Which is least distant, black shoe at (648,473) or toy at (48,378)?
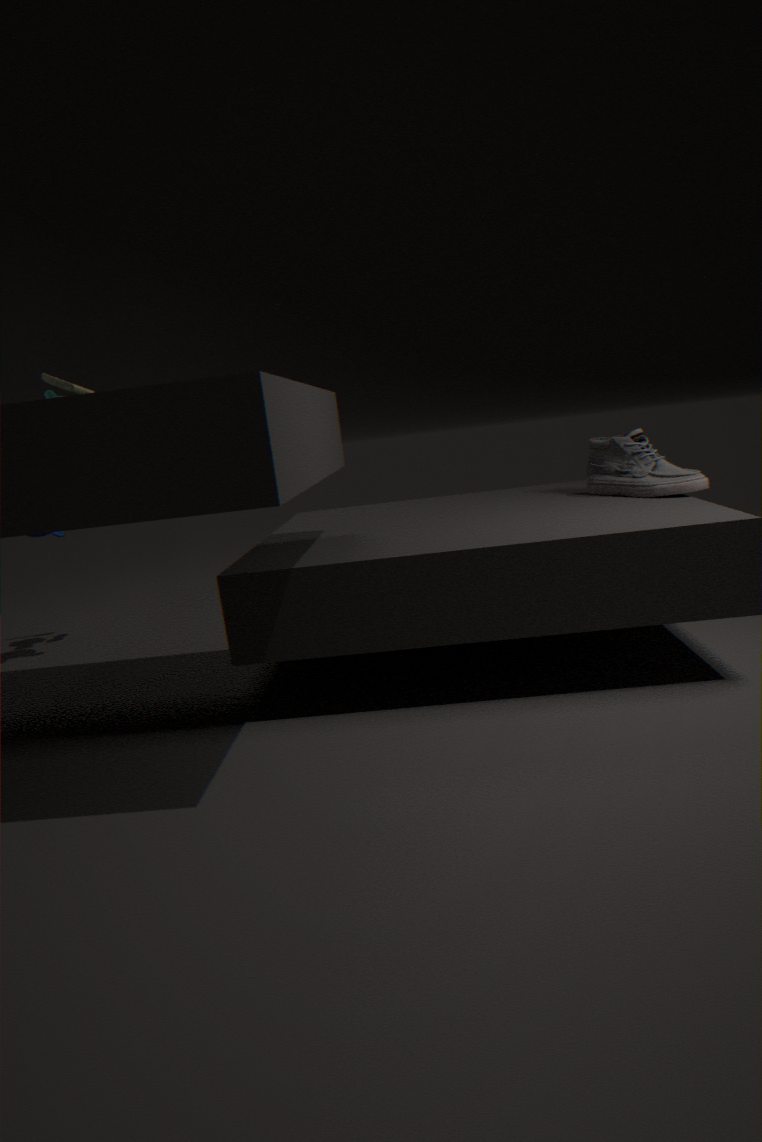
black shoe at (648,473)
